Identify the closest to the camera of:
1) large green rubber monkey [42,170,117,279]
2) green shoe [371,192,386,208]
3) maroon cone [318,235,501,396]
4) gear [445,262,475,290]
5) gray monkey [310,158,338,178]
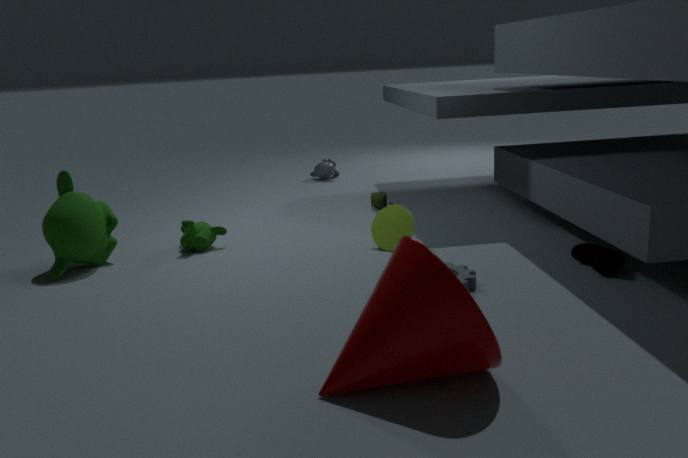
3. maroon cone [318,235,501,396]
